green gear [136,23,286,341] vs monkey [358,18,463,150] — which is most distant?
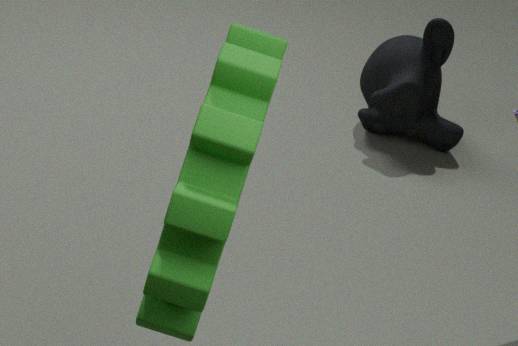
monkey [358,18,463,150]
